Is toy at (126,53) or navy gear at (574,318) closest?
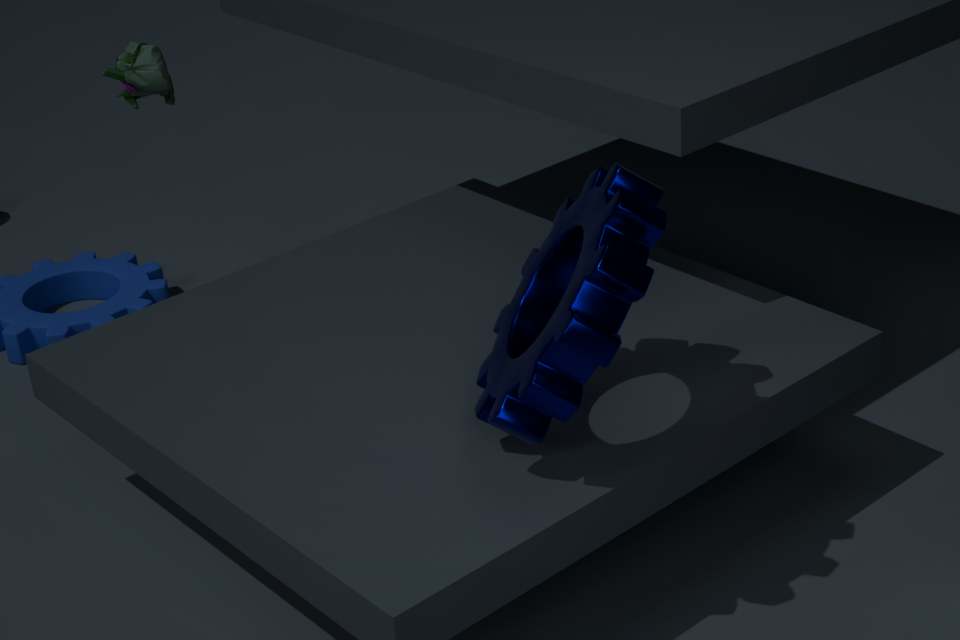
navy gear at (574,318)
